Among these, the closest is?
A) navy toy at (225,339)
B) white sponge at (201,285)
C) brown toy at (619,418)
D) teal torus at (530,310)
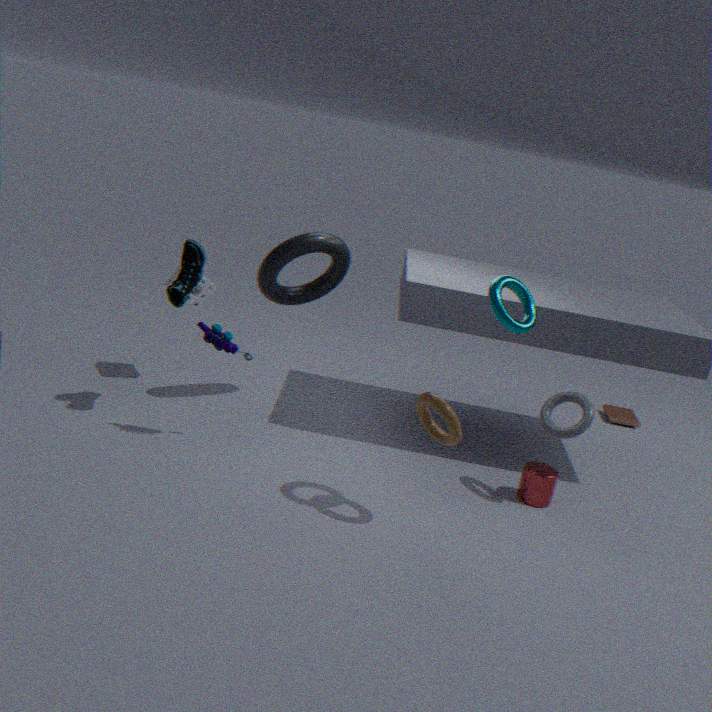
teal torus at (530,310)
